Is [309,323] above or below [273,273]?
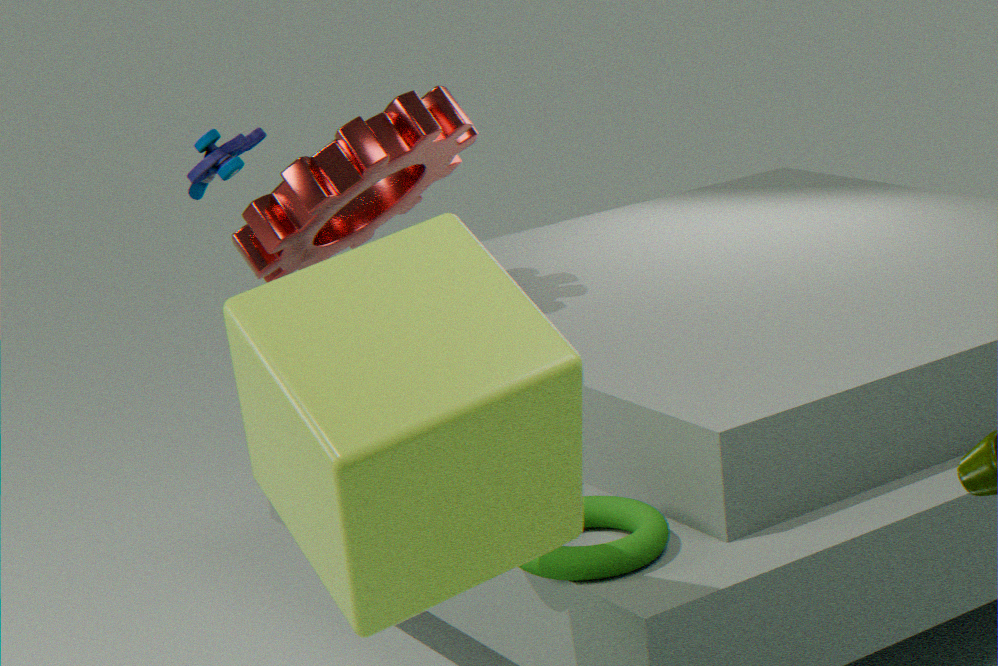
below
